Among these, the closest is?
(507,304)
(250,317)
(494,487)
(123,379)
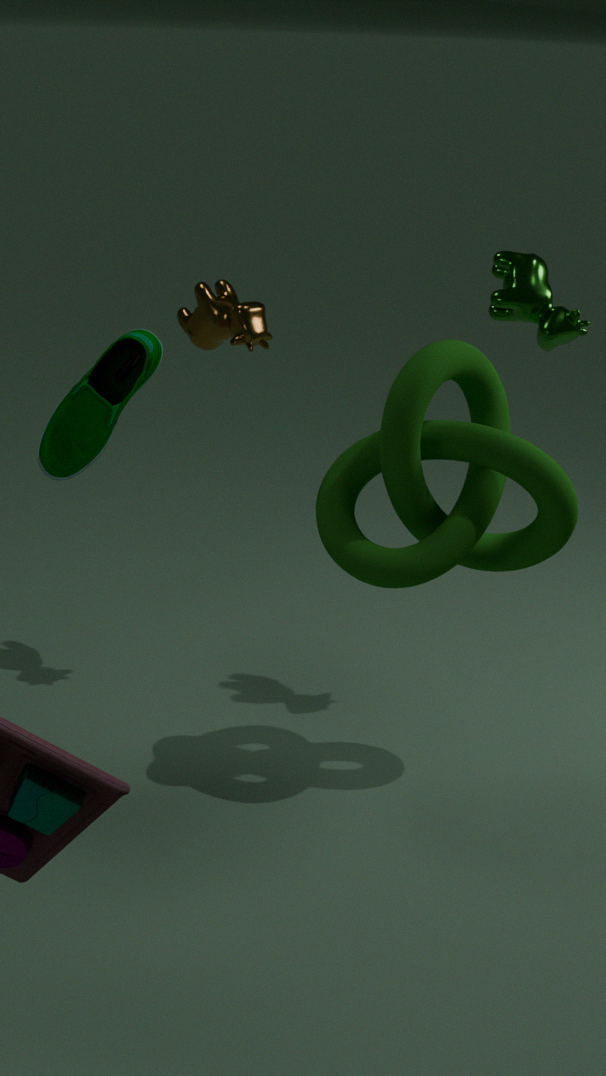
(494,487)
